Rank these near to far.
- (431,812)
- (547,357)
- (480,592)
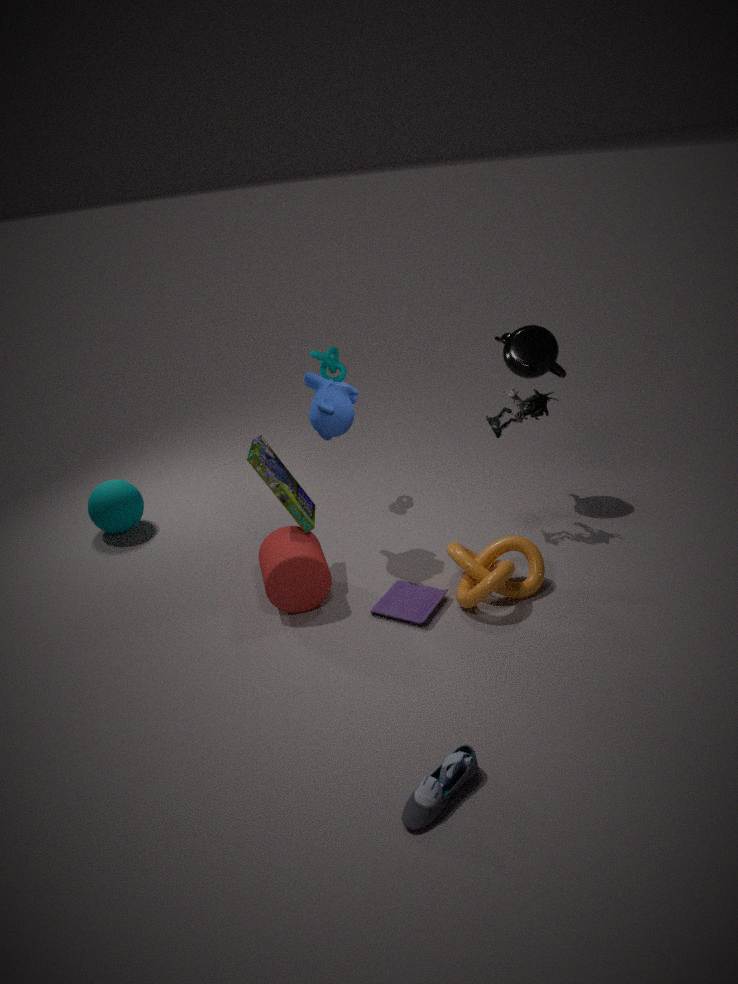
(431,812) → (480,592) → (547,357)
